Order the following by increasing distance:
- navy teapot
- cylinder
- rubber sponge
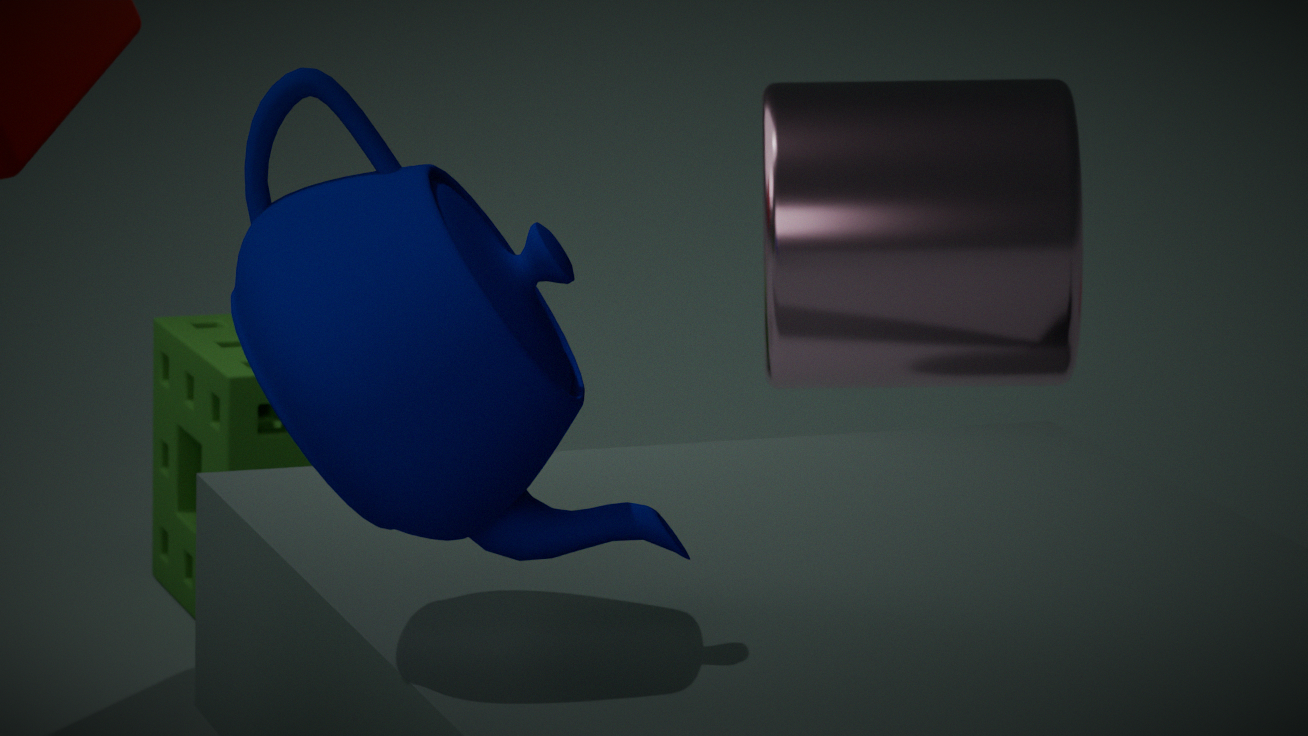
navy teapot < cylinder < rubber sponge
